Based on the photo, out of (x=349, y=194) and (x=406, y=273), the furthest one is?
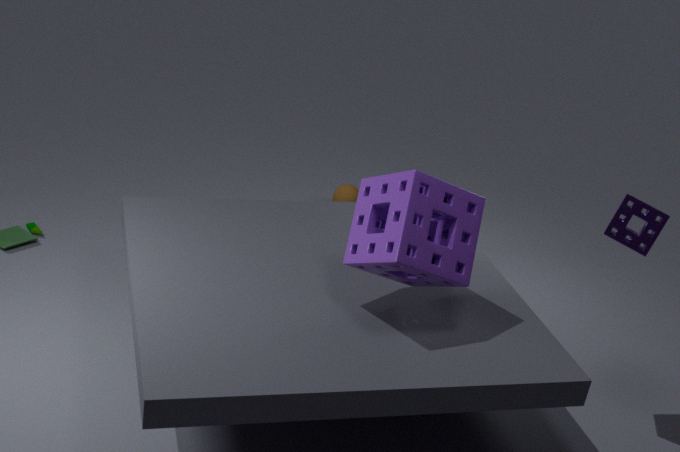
(x=349, y=194)
